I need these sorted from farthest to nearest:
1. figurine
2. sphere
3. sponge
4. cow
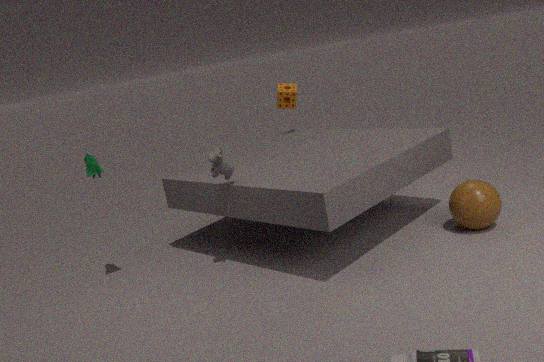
sponge < figurine < sphere < cow
